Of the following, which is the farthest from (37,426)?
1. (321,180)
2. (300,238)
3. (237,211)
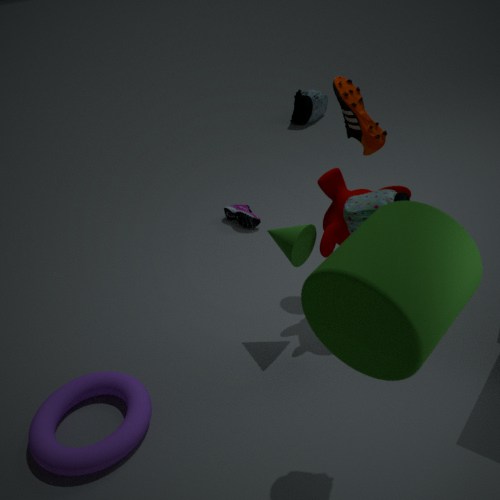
(237,211)
